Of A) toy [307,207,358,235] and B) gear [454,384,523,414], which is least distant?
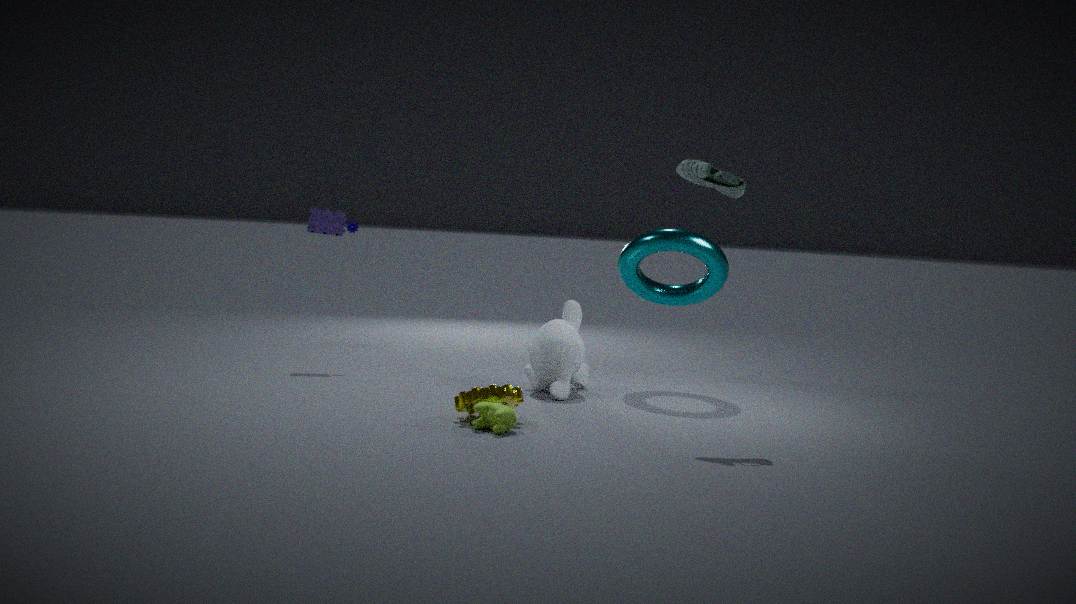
B. gear [454,384,523,414]
